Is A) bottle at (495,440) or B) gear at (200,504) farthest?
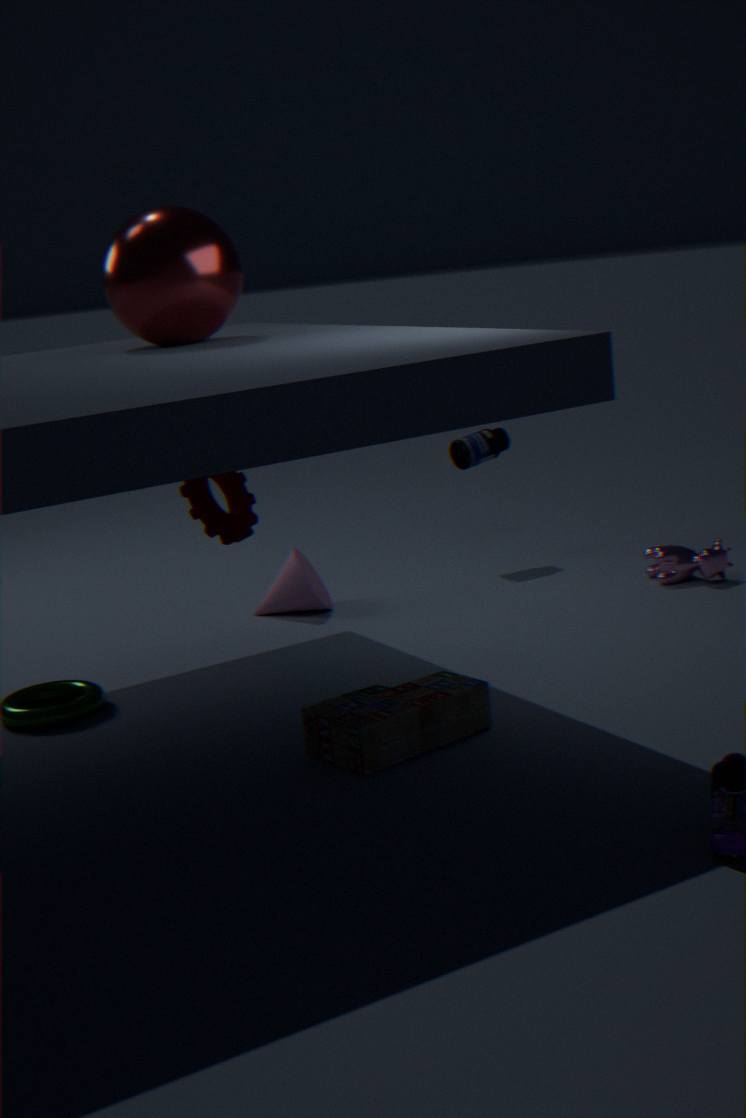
A. bottle at (495,440)
